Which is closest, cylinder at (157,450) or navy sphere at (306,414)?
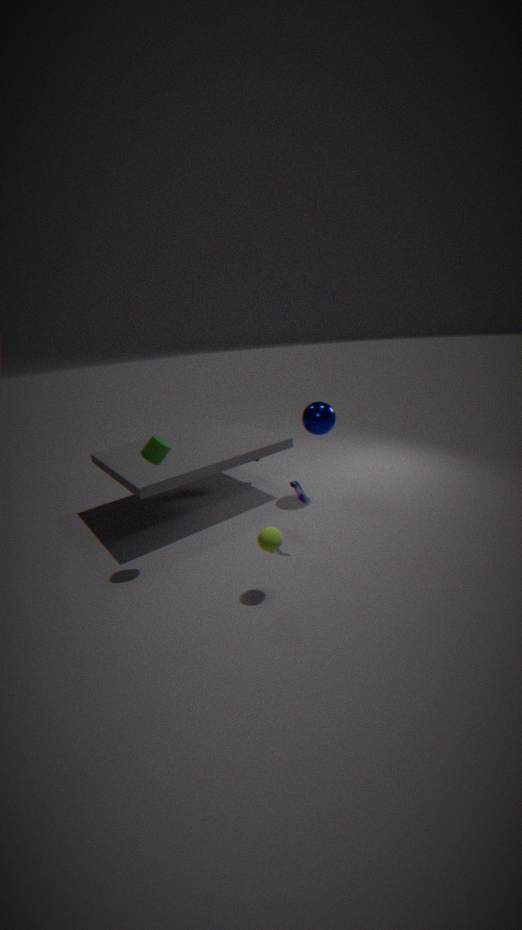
cylinder at (157,450)
